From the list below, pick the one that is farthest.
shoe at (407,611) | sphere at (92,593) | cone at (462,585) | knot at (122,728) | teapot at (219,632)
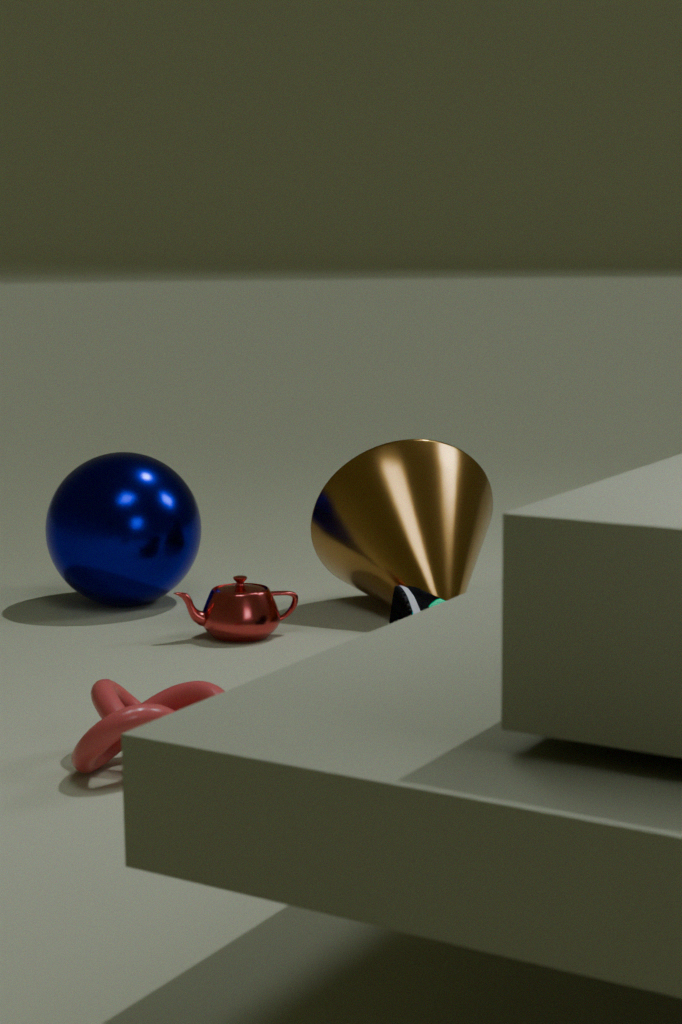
sphere at (92,593)
